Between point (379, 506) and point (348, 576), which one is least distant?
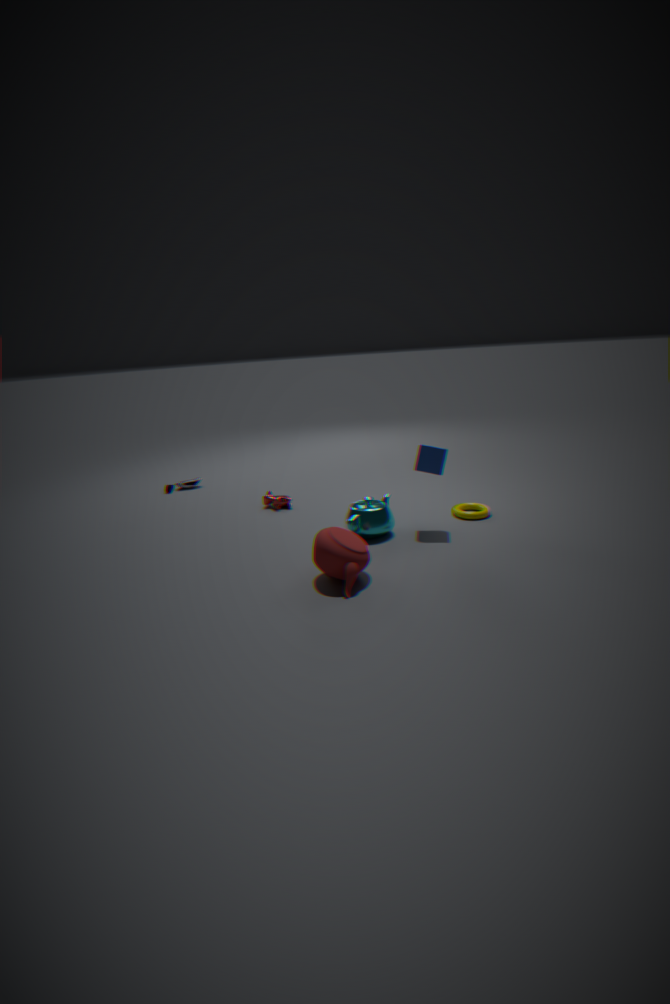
point (348, 576)
